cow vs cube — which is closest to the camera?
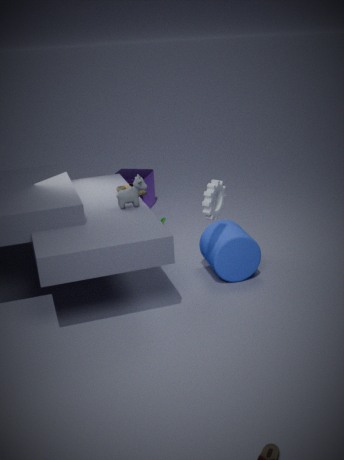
cow
